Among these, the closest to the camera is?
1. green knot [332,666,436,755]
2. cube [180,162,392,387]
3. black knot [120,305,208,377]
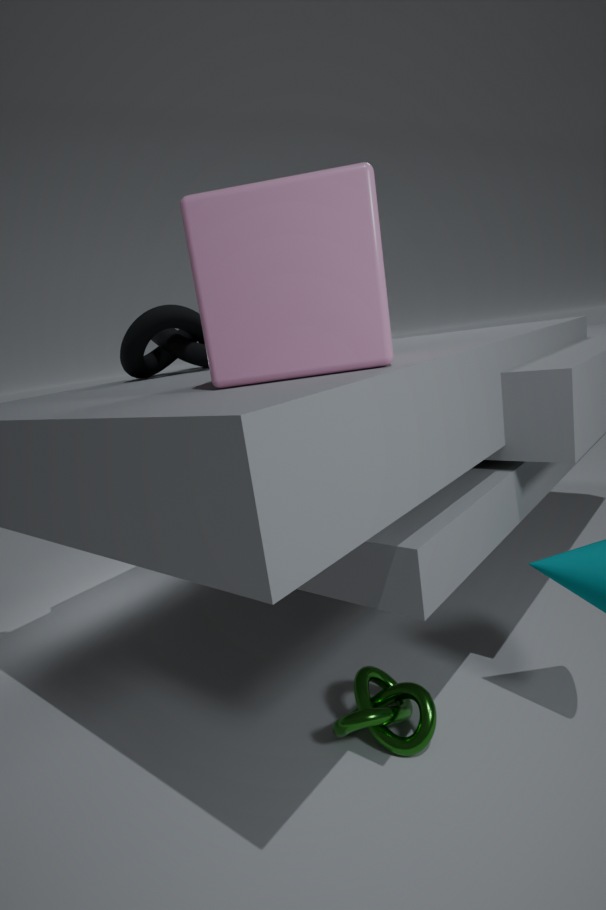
cube [180,162,392,387]
